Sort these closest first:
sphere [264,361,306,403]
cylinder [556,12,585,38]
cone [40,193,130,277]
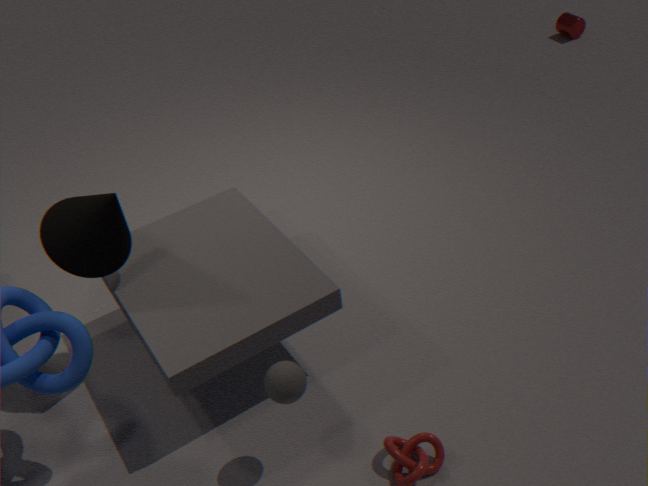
sphere [264,361,306,403] → cone [40,193,130,277] → cylinder [556,12,585,38]
